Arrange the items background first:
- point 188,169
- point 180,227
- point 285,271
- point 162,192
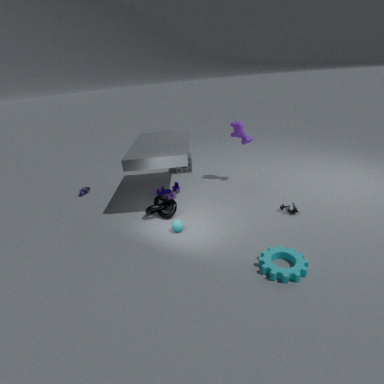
point 188,169
point 162,192
point 180,227
point 285,271
